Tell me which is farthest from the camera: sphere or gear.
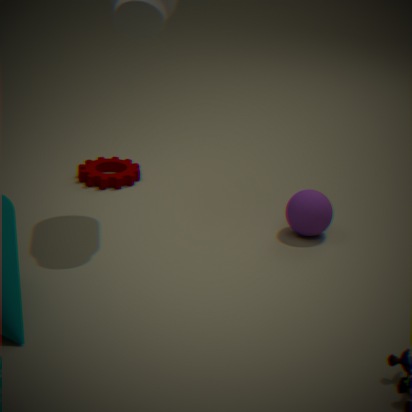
gear
